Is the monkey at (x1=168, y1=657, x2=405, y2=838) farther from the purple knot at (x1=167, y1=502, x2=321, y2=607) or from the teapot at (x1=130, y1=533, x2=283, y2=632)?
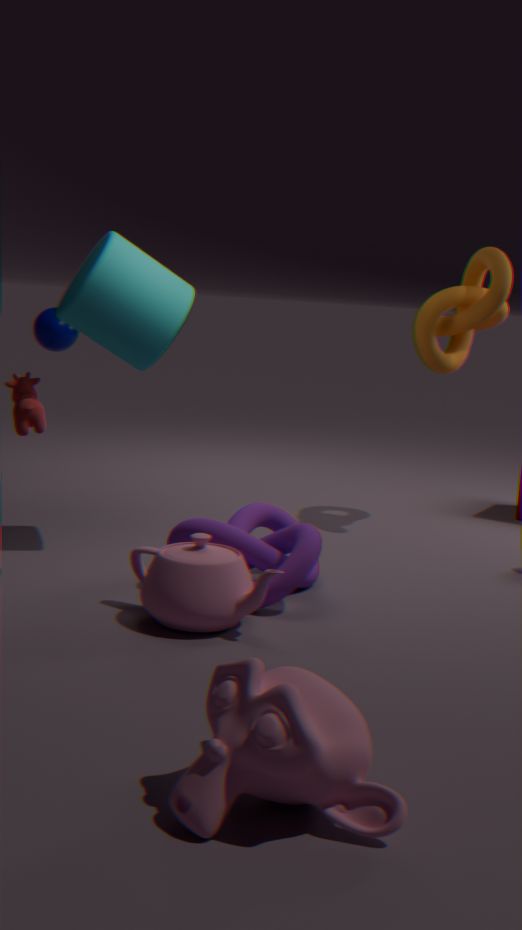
the purple knot at (x1=167, y1=502, x2=321, y2=607)
